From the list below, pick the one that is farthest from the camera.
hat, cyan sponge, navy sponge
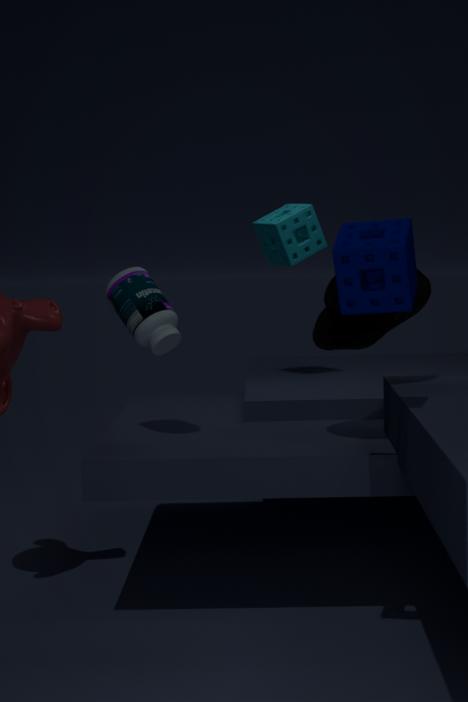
cyan sponge
